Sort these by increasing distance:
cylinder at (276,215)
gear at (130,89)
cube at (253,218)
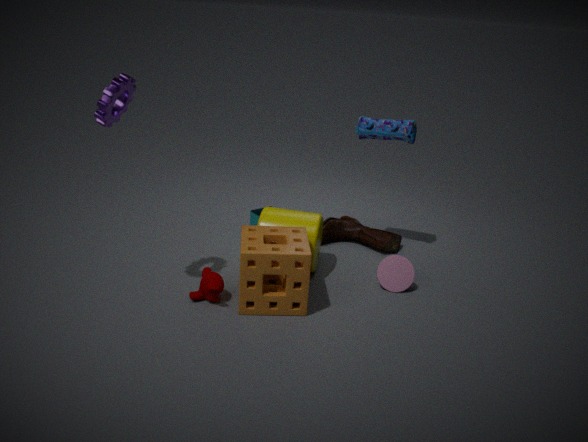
1. gear at (130,89)
2. cylinder at (276,215)
3. cube at (253,218)
